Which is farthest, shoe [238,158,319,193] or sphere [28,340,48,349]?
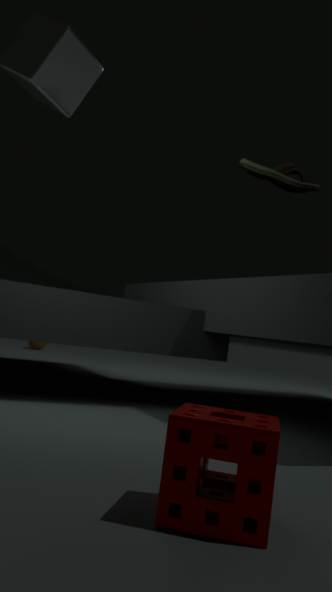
sphere [28,340,48,349]
